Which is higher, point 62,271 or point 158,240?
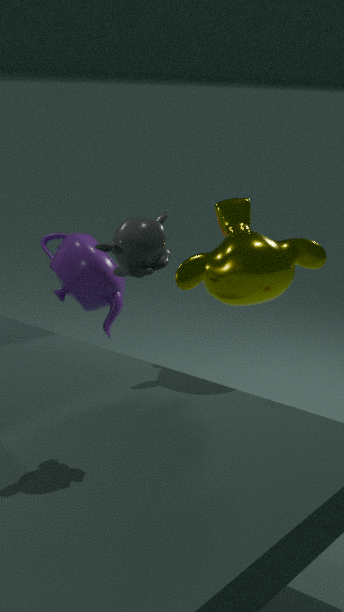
point 158,240
